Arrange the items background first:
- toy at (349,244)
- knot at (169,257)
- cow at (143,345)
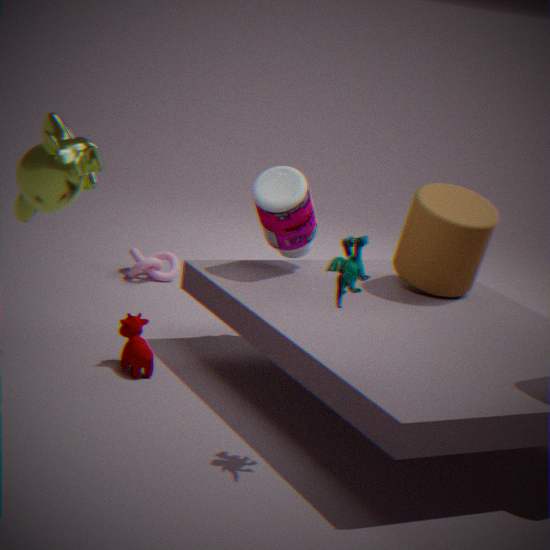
knot at (169,257)
cow at (143,345)
toy at (349,244)
